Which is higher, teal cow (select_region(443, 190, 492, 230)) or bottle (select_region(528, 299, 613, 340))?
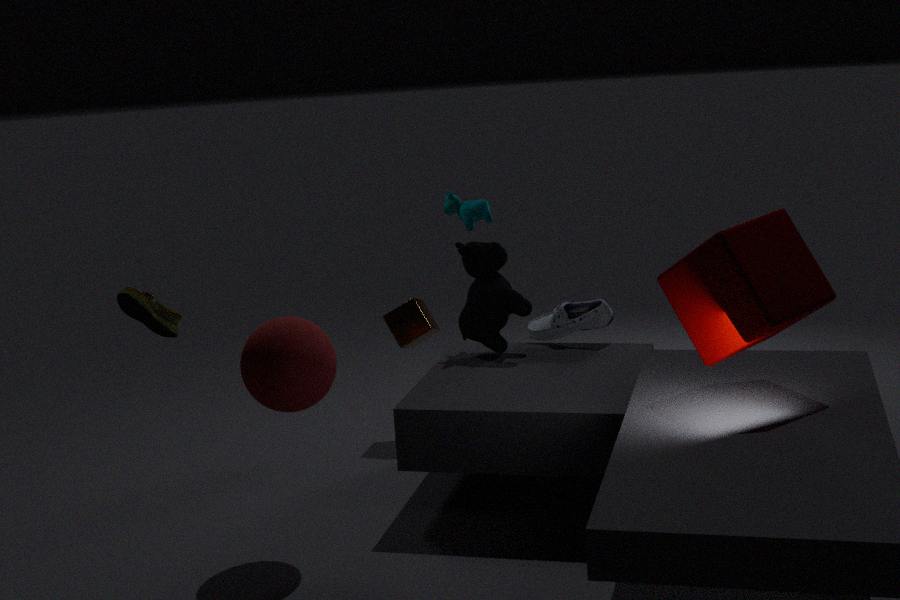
teal cow (select_region(443, 190, 492, 230))
